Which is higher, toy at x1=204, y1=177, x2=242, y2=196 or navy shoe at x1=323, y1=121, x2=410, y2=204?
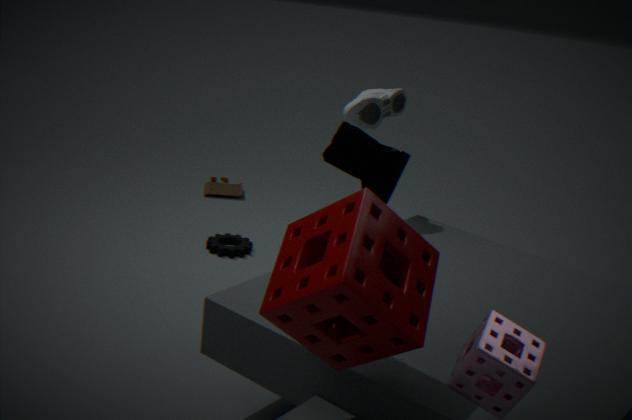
navy shoe at x1=323, y1=121, x2=410, y2=204
